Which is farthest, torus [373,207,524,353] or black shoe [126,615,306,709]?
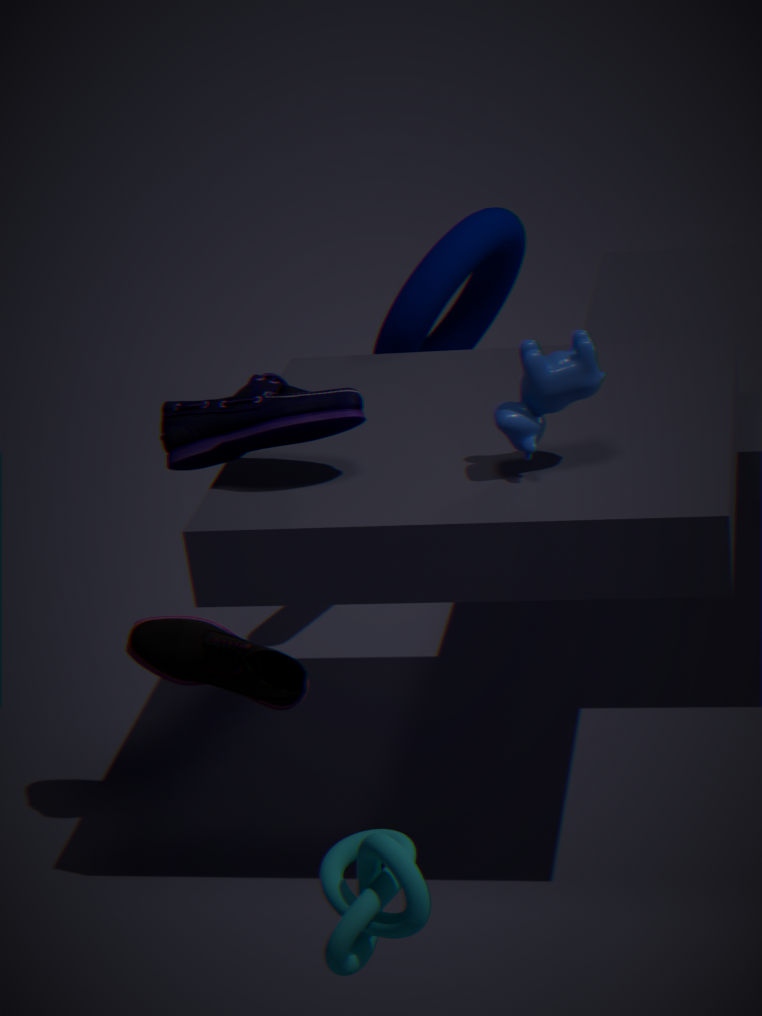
torus [373,207,524,353]
